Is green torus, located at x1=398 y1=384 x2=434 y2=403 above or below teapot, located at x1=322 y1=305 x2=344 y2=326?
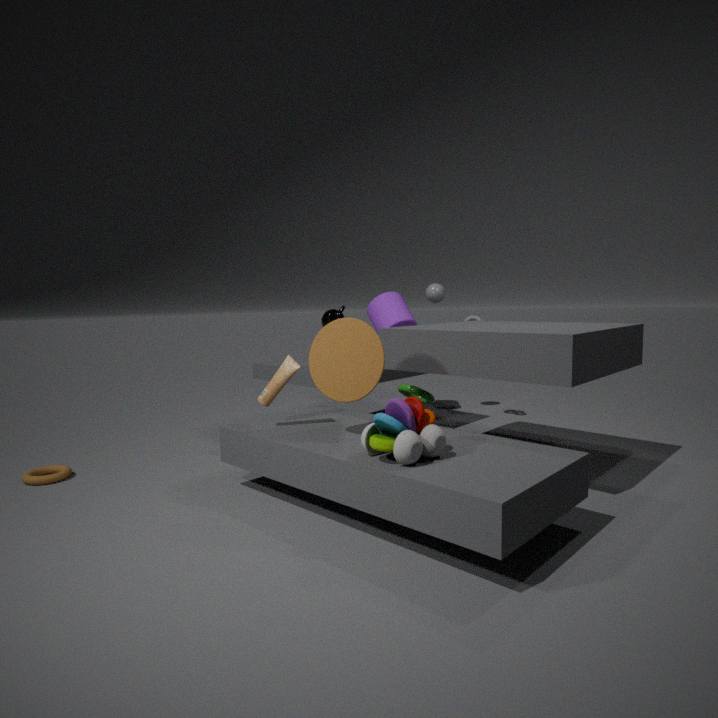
below
